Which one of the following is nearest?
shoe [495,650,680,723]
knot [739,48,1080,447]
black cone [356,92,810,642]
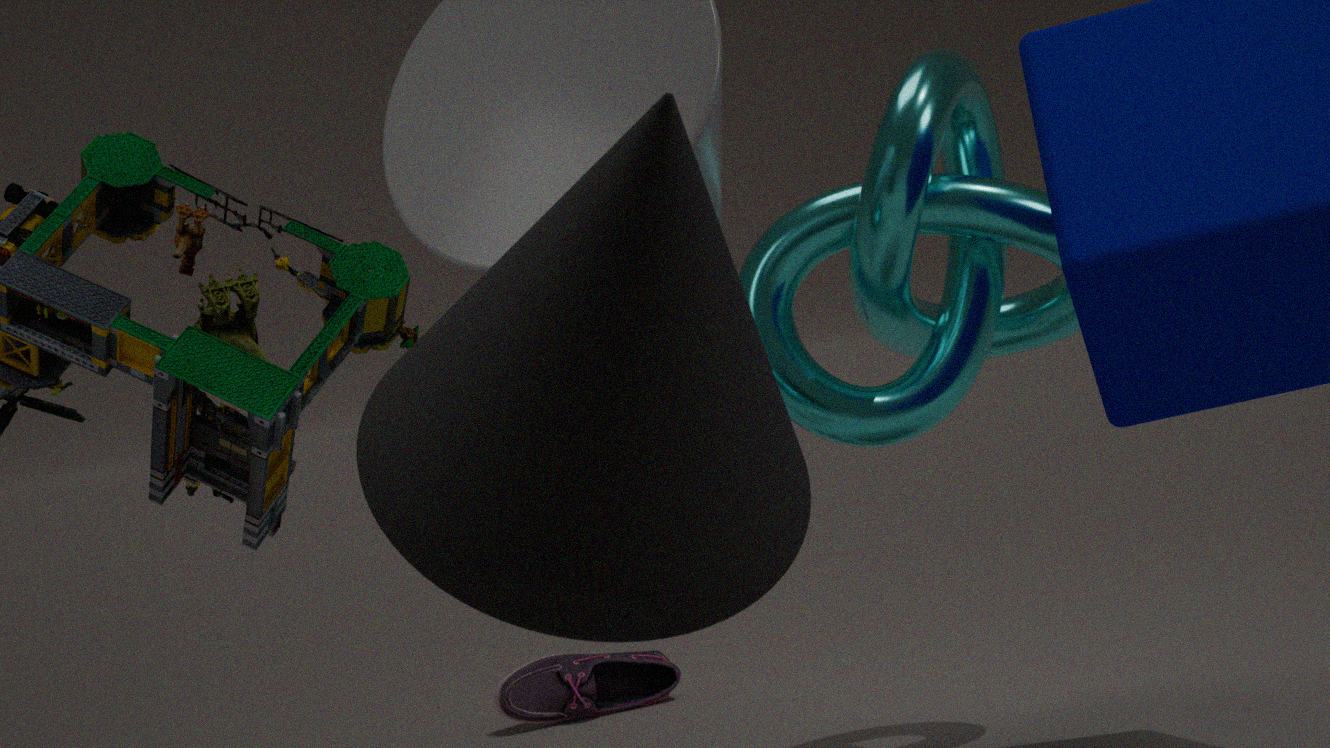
black cone [356,92,810,642]
